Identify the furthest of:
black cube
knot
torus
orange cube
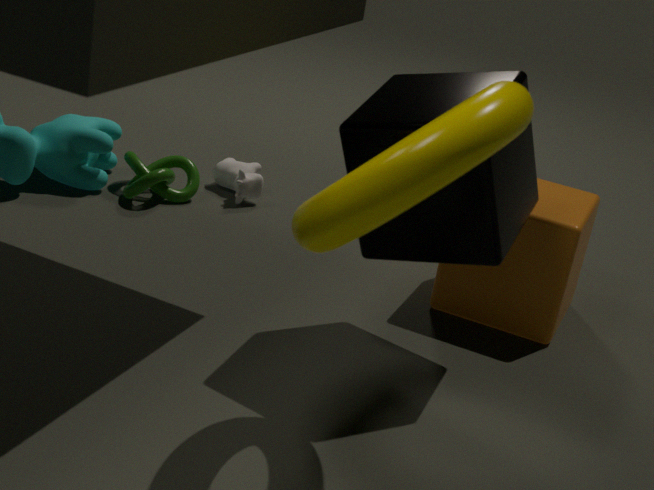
knot
